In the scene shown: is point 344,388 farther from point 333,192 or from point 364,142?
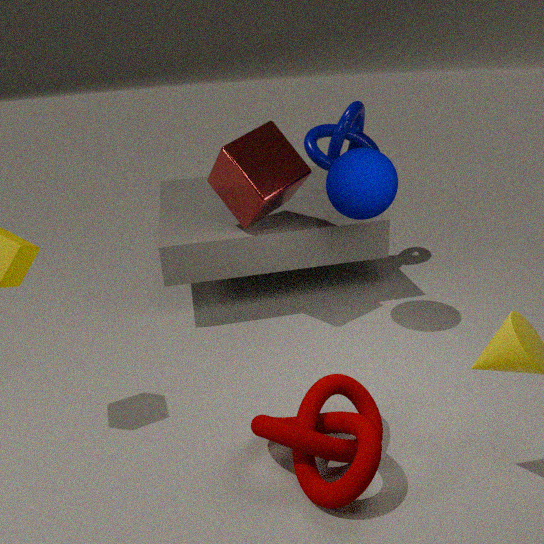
point 364,142
